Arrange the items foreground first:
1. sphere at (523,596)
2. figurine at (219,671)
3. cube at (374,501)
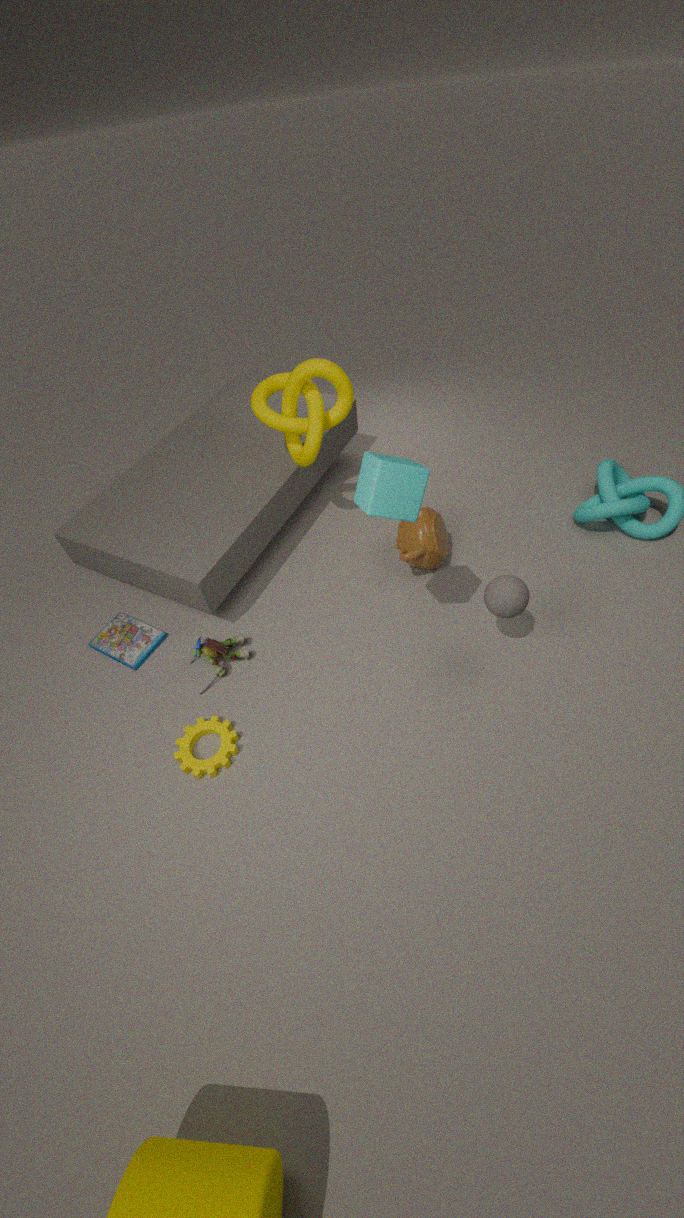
cube at (374,501)
sphere at (523,596)
figurine at (219,671)
